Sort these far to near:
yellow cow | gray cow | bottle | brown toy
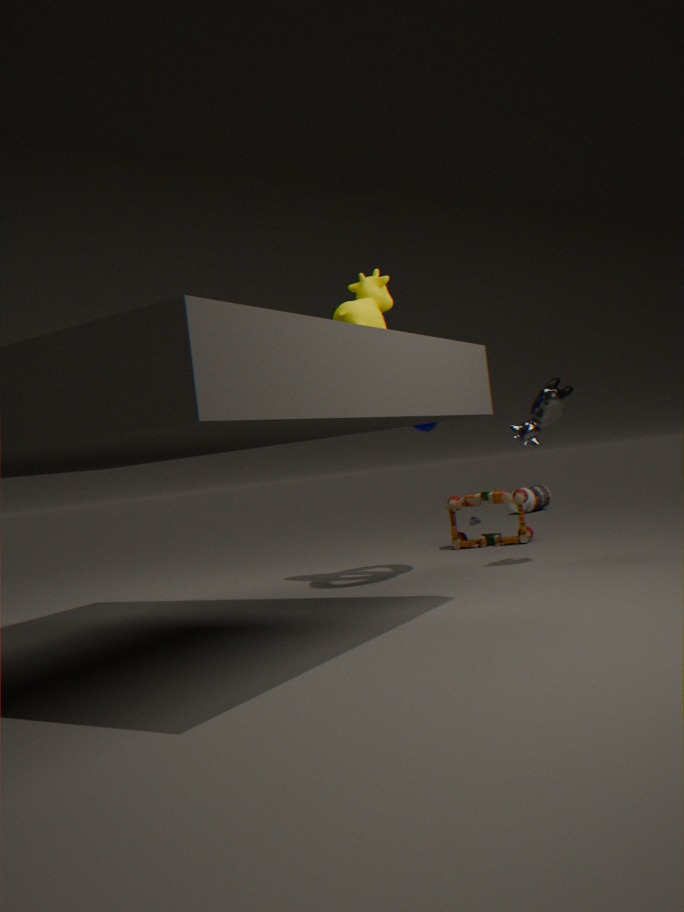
bottle → brown toy → gray cow → yellow cow
